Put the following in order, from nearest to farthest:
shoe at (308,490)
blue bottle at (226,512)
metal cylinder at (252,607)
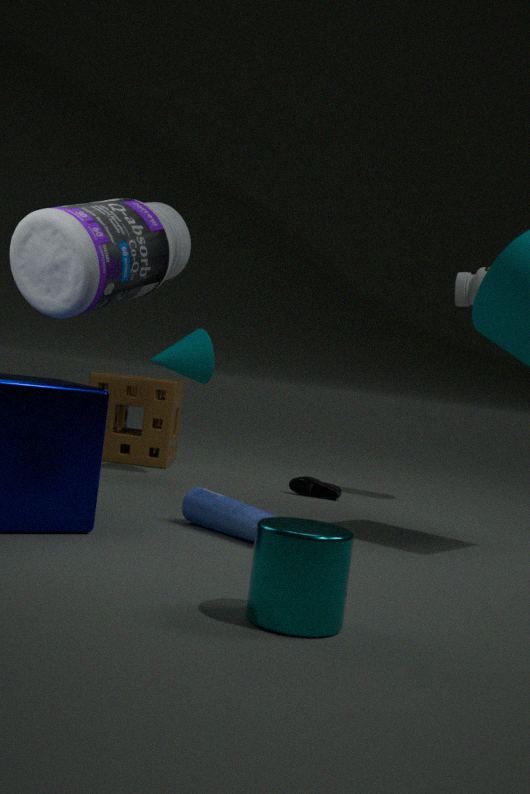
1. metal cylinder at (252,607)
2. blue bottle at (226,512)
3. shoe at (308,490)
